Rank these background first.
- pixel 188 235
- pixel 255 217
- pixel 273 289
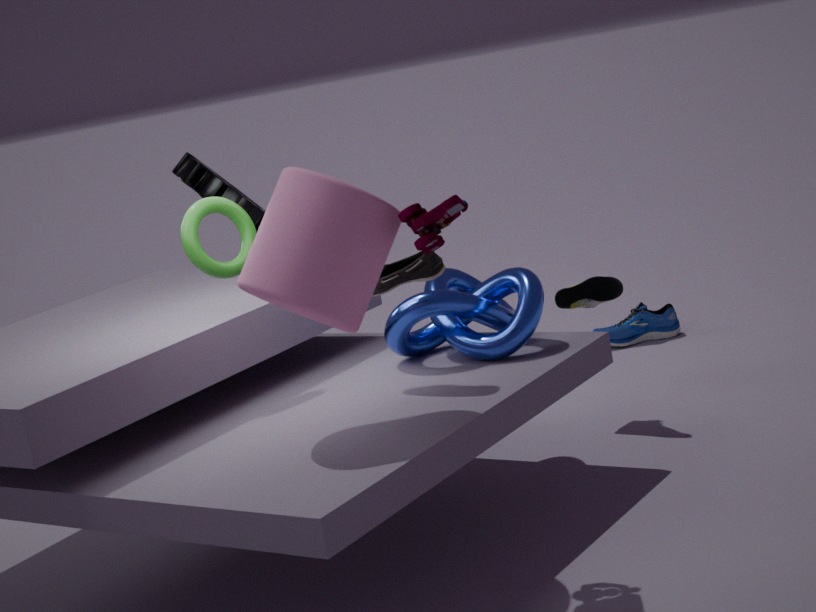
pixel 255 217, pixel 188 235, pixel 273 289
